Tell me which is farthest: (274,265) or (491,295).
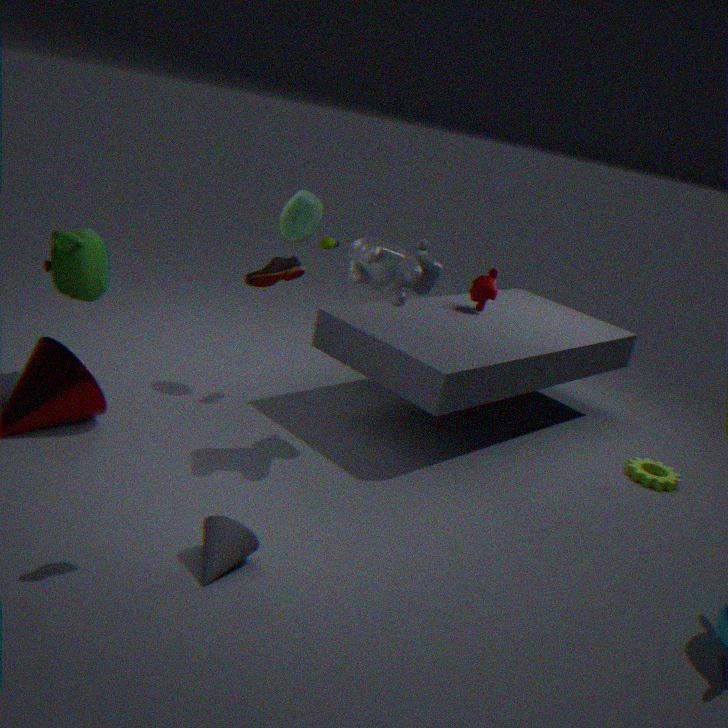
(491,295)
